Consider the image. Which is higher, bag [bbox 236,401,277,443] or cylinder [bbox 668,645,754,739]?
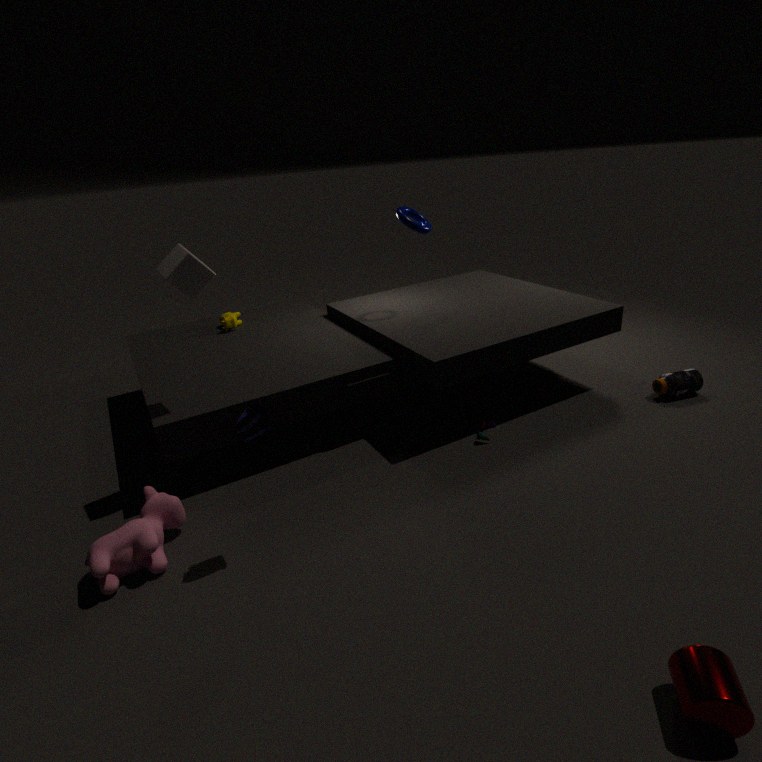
bag [bbox 236,401,277,443]
